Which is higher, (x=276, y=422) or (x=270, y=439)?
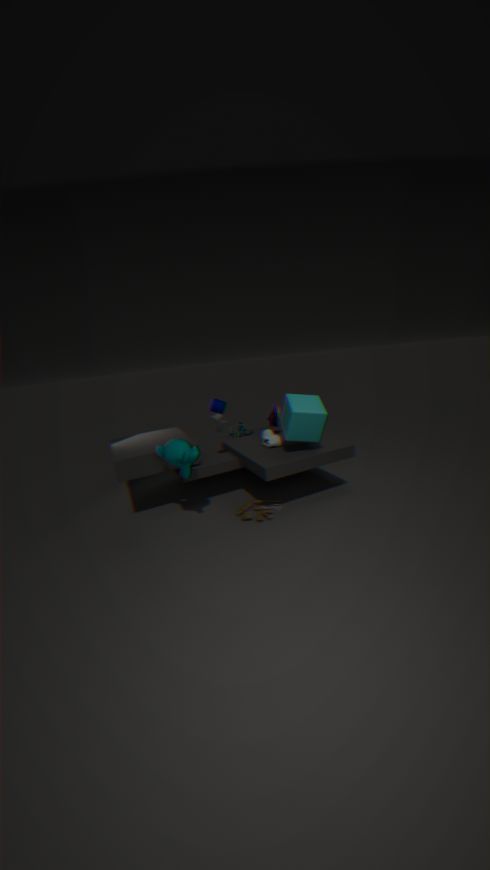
(x=276, y=422)
